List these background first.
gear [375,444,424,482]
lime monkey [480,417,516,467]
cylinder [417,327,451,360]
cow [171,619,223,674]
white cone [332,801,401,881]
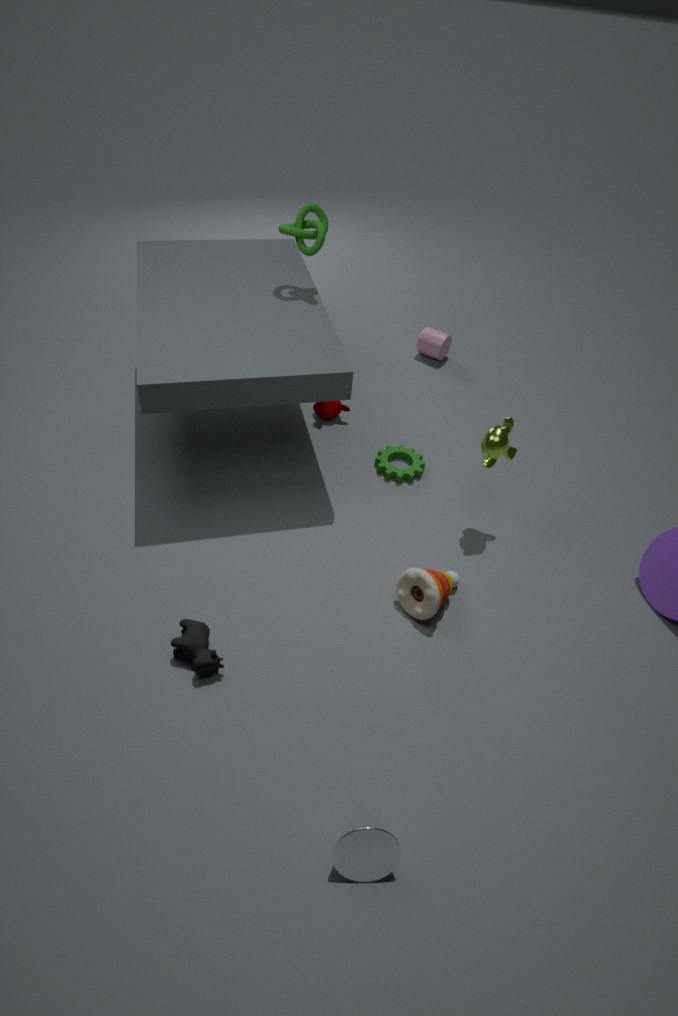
cylinder [417,327,451,360] < gear [375,444,424,482] < lime monkey [480,417,516,467] < cow [171,619,223,674] < white cone [332,801,401,881]
